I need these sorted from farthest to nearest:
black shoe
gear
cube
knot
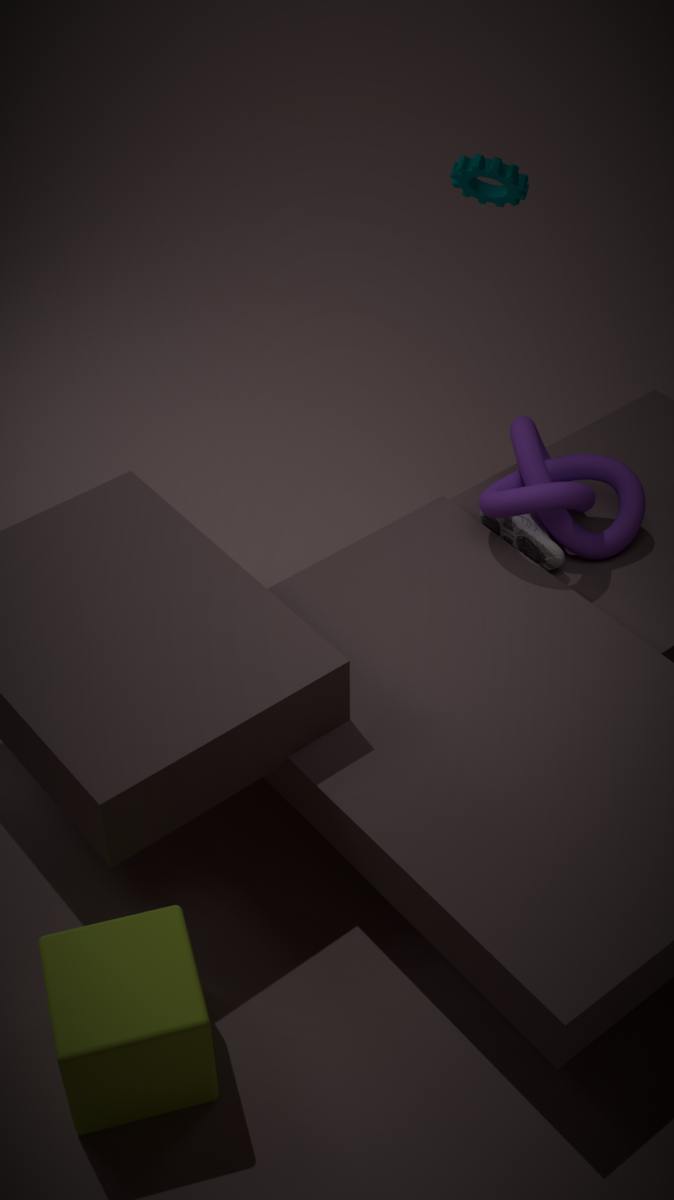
gear → black shoe → knot → cube
